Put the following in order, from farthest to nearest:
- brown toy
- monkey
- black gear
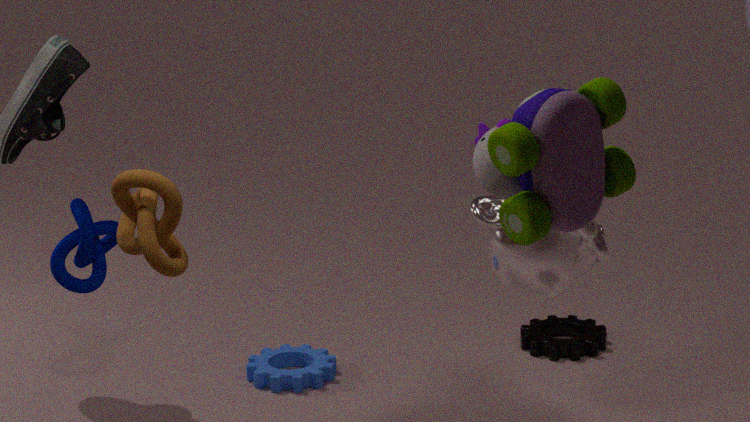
black gear, monkey, brown toy
